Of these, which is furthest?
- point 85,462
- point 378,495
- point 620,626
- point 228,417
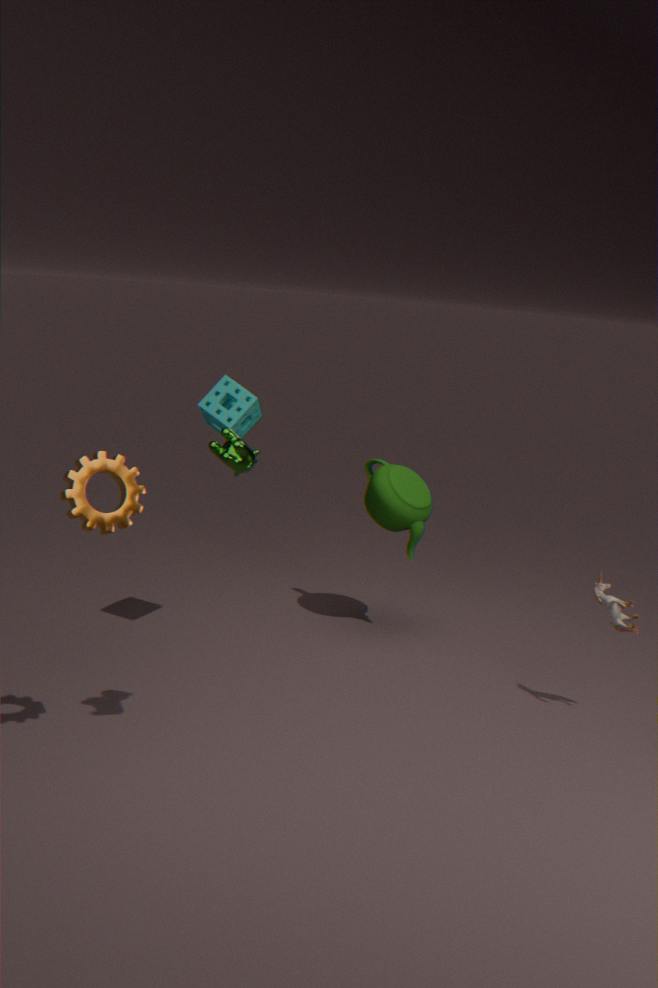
point 378,495
